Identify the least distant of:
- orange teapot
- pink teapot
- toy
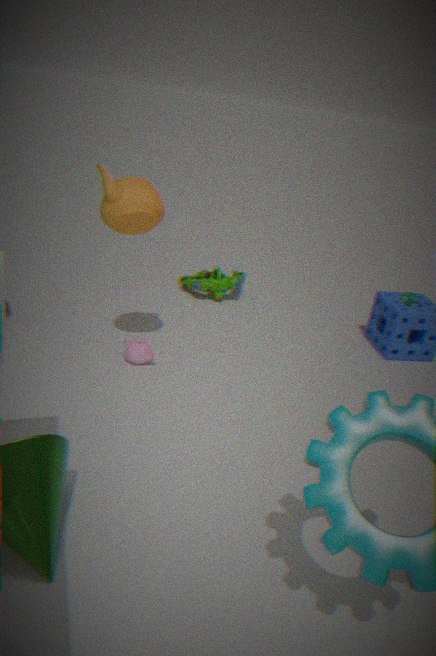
orange teapot
